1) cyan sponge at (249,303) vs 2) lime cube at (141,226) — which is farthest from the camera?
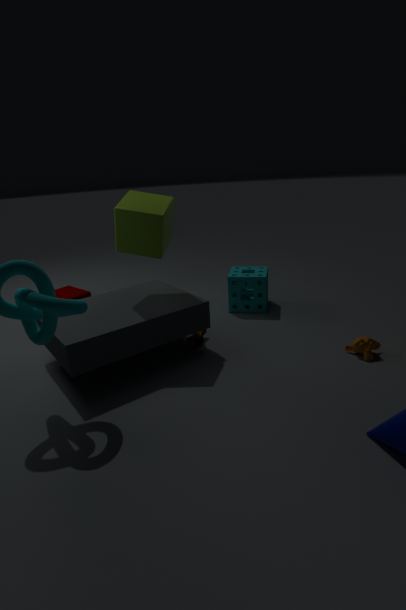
1. cyan sponge at (249,303)
